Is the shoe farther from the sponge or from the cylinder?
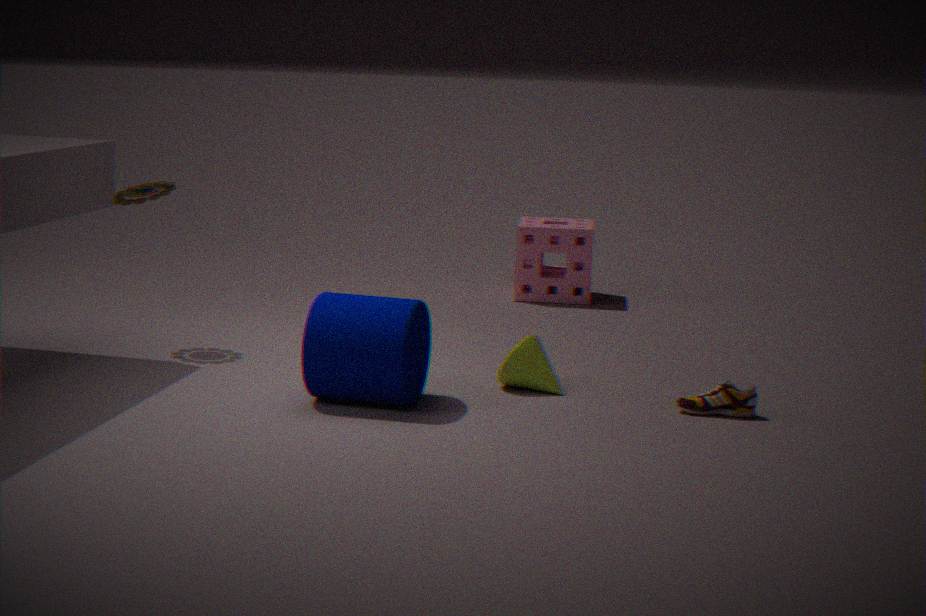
the sponge
